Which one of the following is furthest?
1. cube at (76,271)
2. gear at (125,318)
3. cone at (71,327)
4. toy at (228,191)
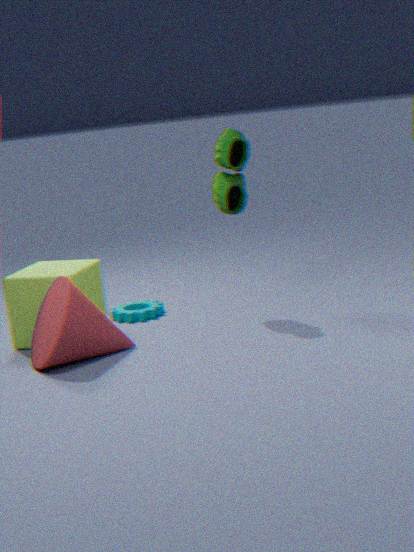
gear at (125,318)
